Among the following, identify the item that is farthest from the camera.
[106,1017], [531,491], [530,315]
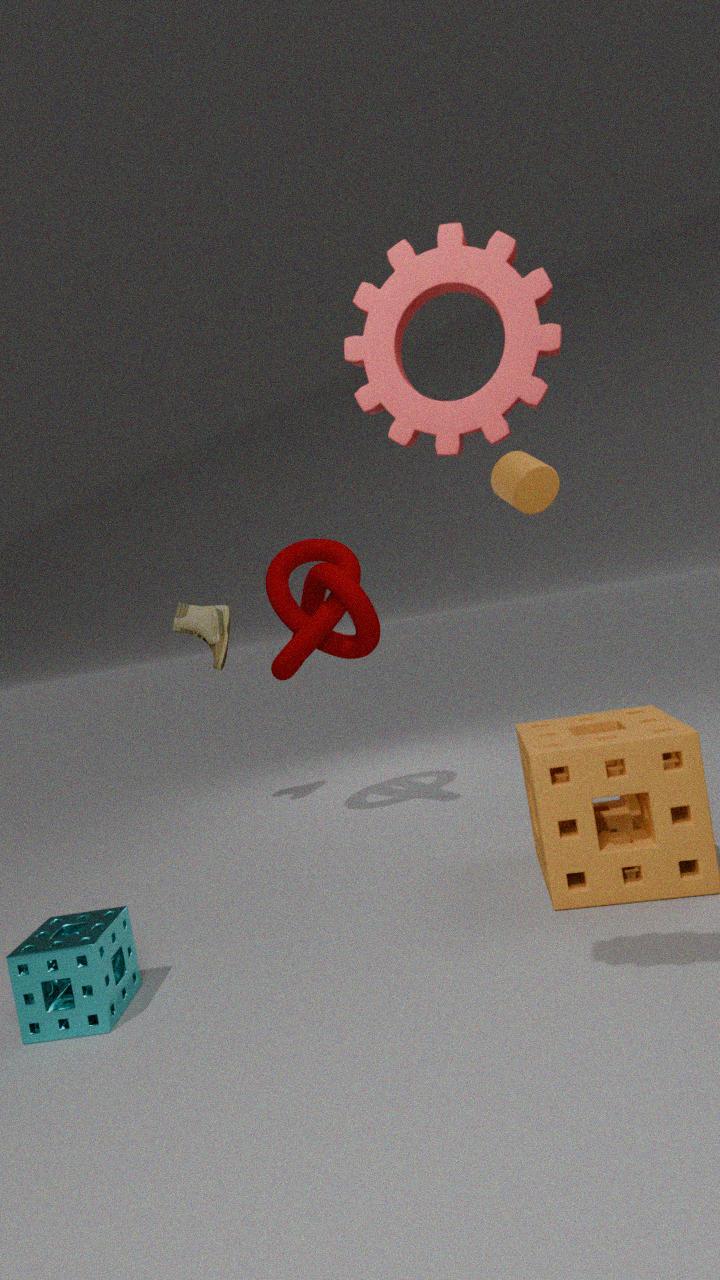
[531,491]
